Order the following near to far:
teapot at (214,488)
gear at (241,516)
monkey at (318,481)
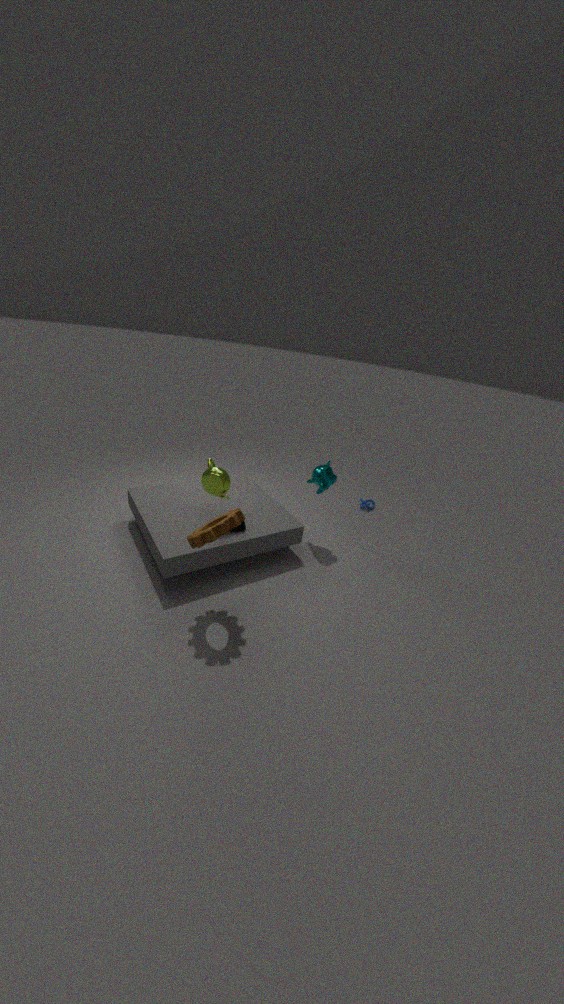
1. gear at (241,516)
2. teapot at (214,488)
3. monkey at (318,481)
